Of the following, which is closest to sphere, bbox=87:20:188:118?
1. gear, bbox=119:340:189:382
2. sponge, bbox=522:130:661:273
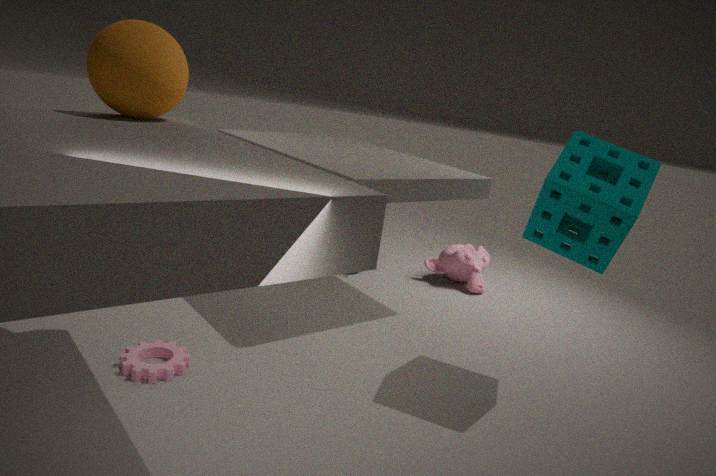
gear, bbox=119:340:189:382
